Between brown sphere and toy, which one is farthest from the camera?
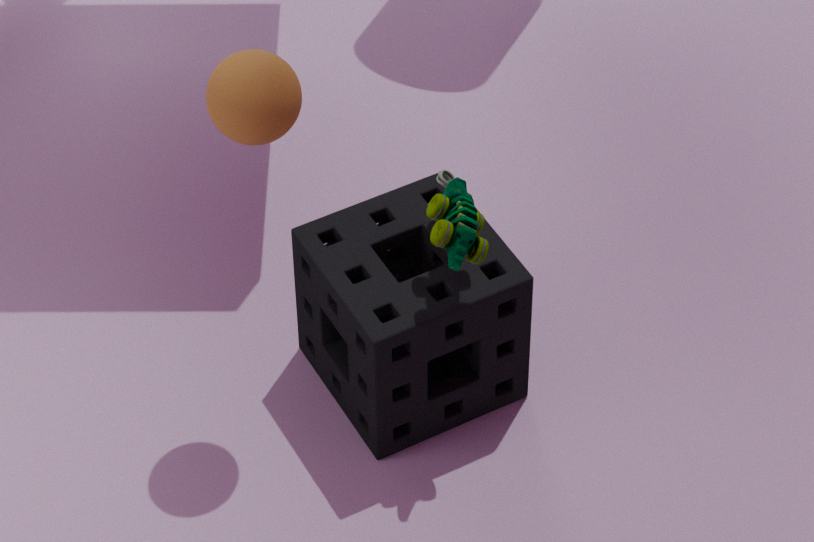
toy
